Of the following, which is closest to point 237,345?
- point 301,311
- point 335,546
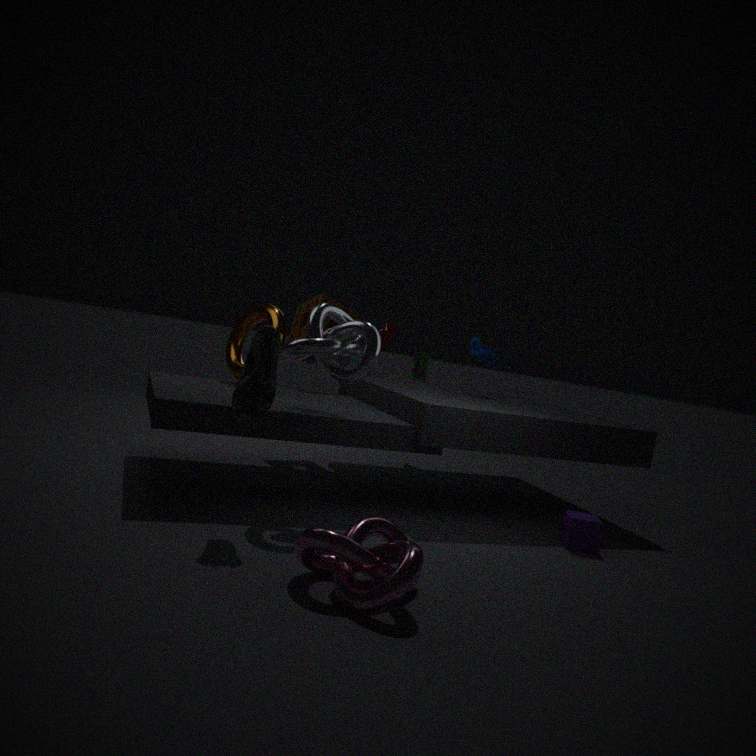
point 301,311
